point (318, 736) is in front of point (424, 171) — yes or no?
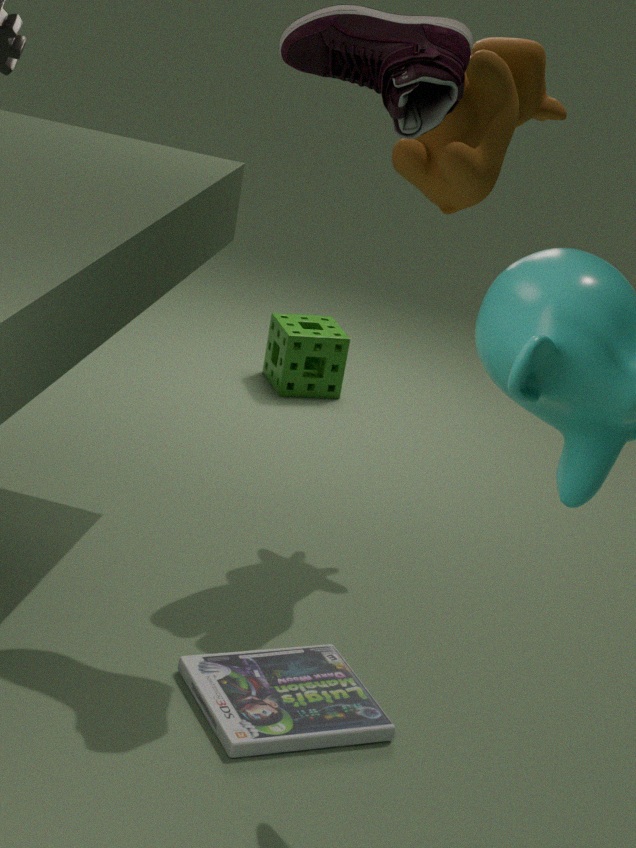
Yes
